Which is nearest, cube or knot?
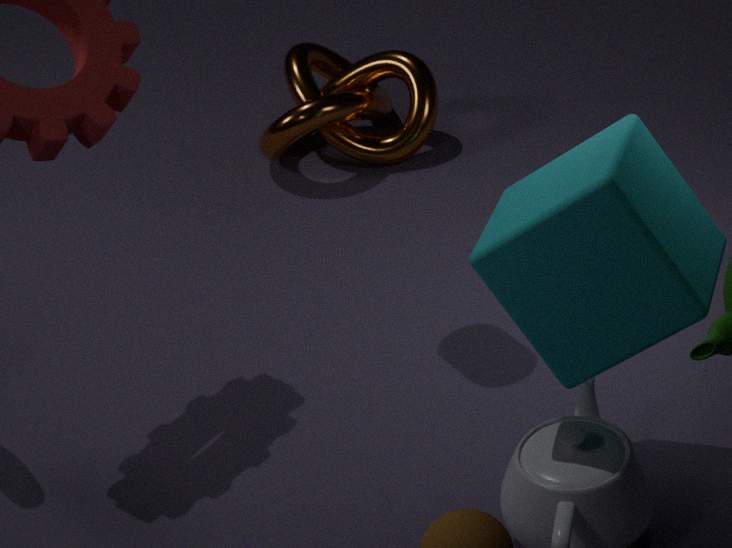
cube
